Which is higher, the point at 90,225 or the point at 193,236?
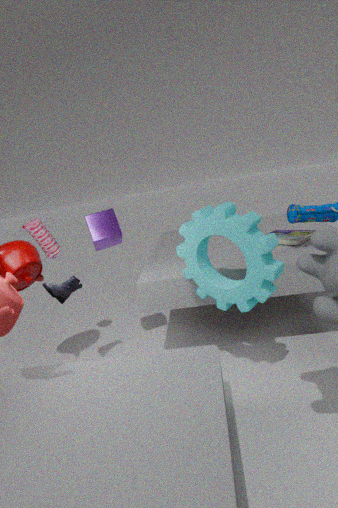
the point at 90,225
